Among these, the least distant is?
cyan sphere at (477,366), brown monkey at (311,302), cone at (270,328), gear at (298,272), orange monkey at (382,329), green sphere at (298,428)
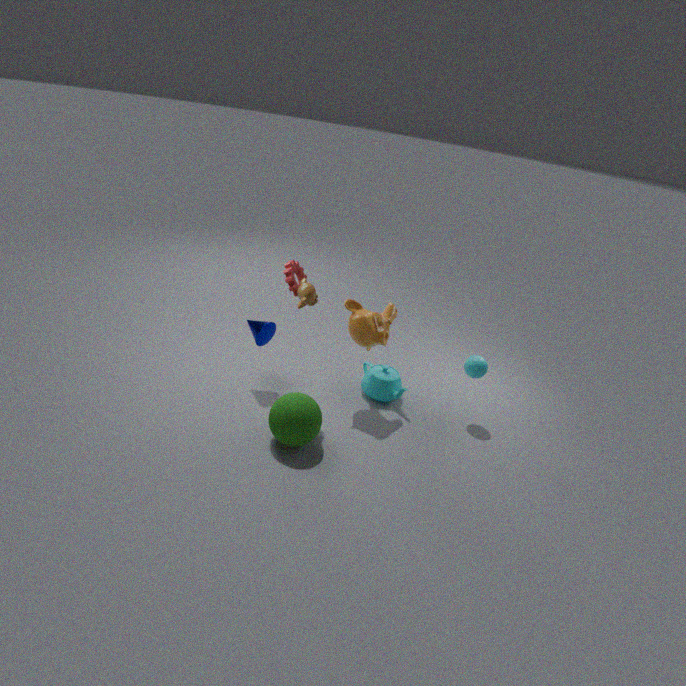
green sphere at (298,428)
